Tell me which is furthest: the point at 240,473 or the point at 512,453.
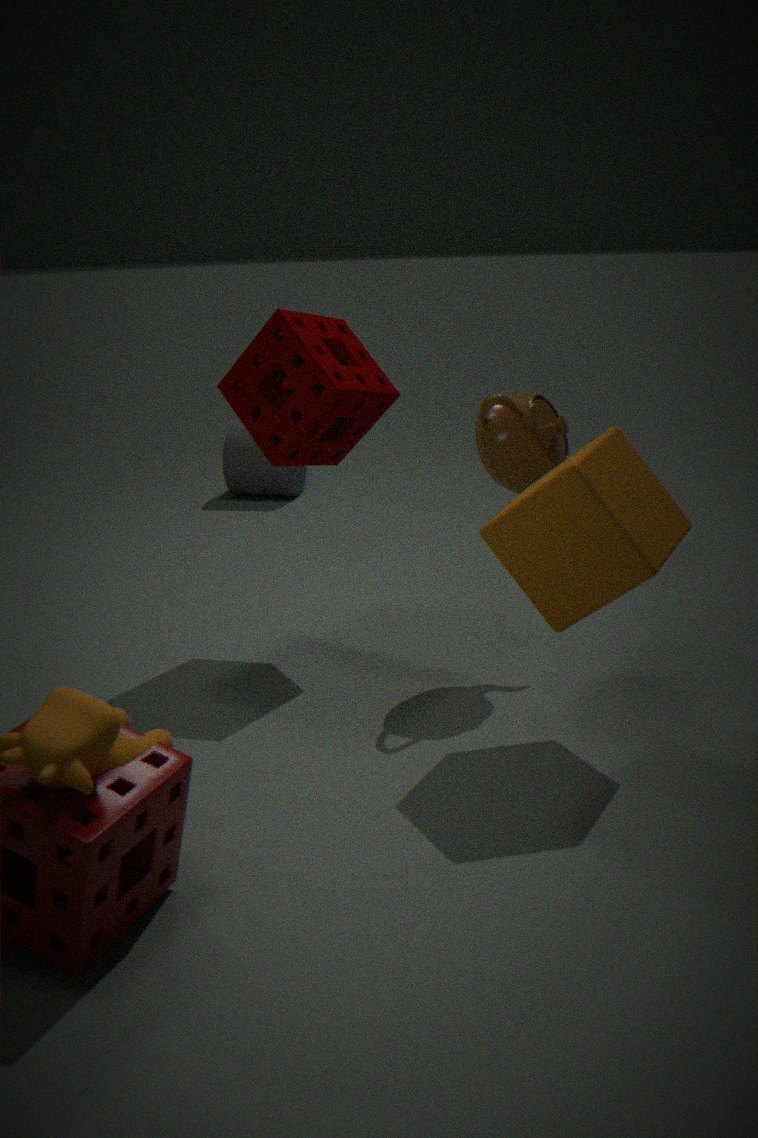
the point at 240,473
